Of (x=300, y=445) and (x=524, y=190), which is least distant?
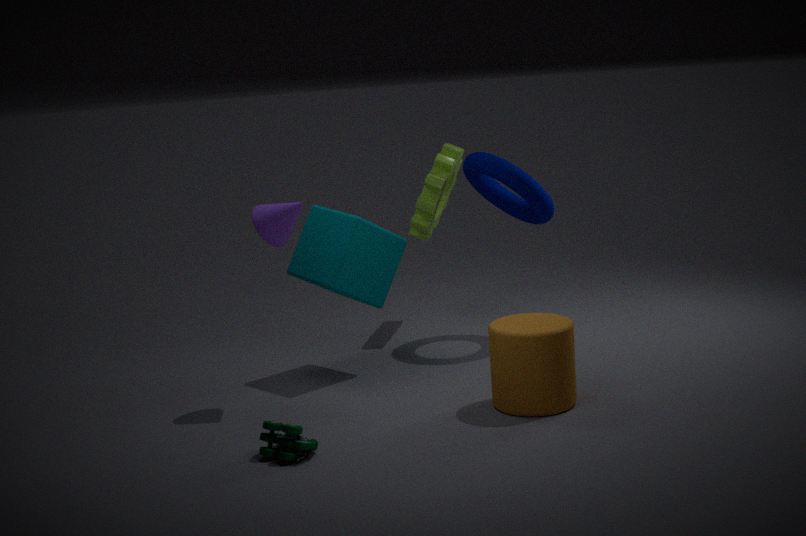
(x=300, y=445)
